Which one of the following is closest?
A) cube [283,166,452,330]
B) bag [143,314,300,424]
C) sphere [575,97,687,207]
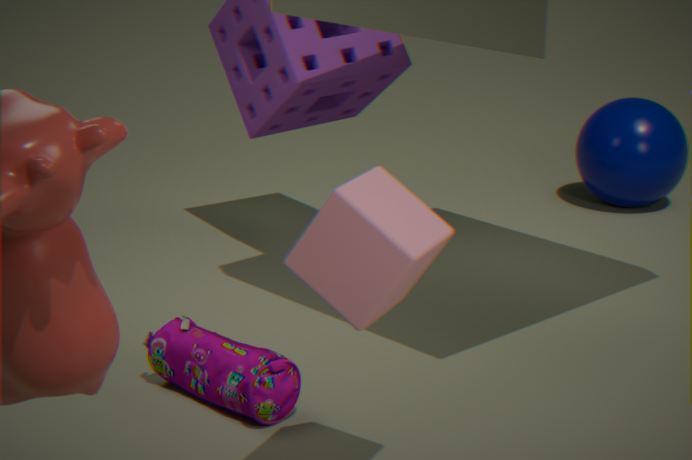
cube [283,166,452,330]
